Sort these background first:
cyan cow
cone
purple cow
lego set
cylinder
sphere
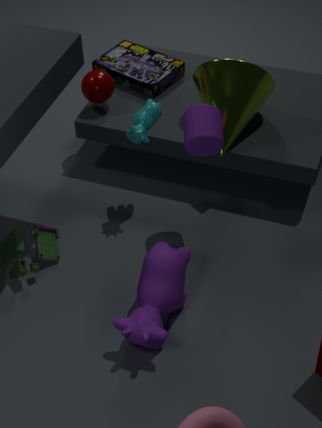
lego set
sphere
cone
cyan cow
cylinder
purple cow
